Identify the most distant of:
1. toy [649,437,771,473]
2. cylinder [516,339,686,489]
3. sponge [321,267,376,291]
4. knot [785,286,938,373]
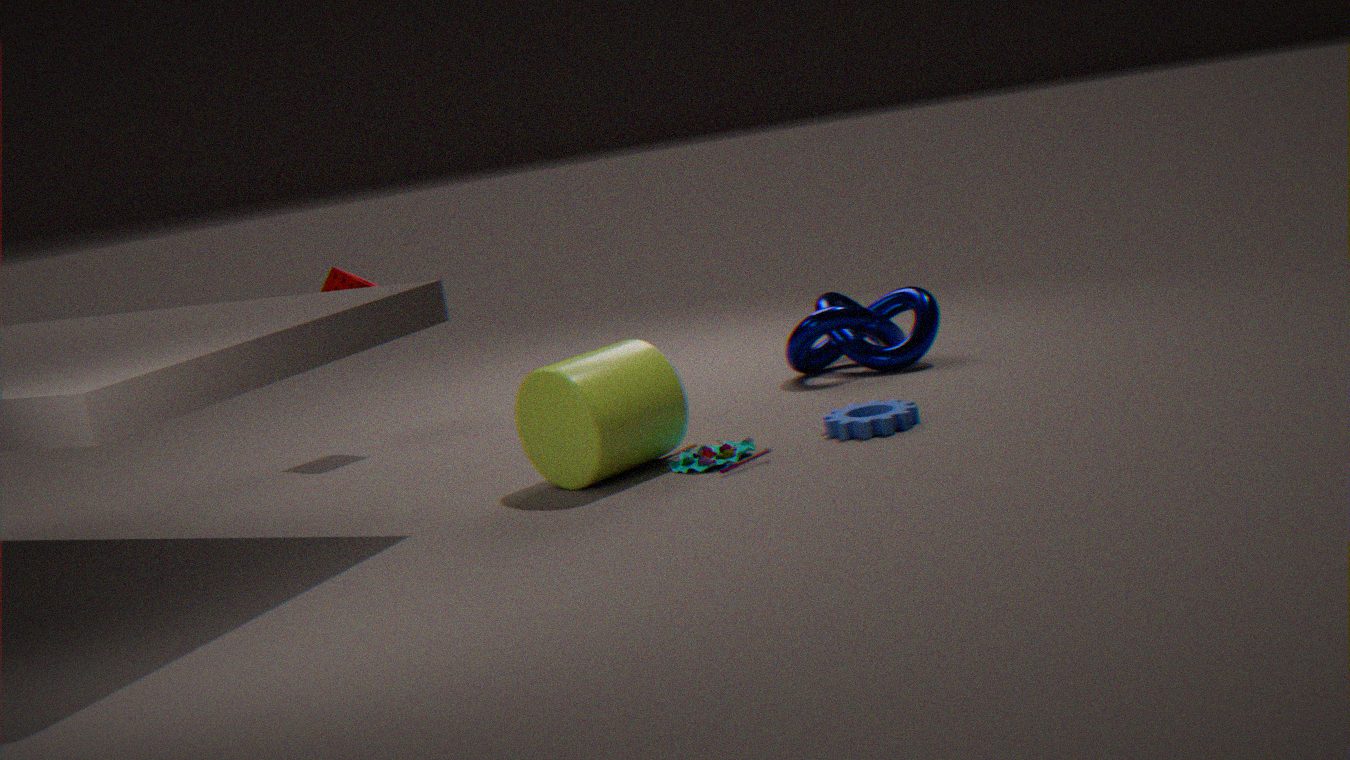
sponge [321,267,376,291]
